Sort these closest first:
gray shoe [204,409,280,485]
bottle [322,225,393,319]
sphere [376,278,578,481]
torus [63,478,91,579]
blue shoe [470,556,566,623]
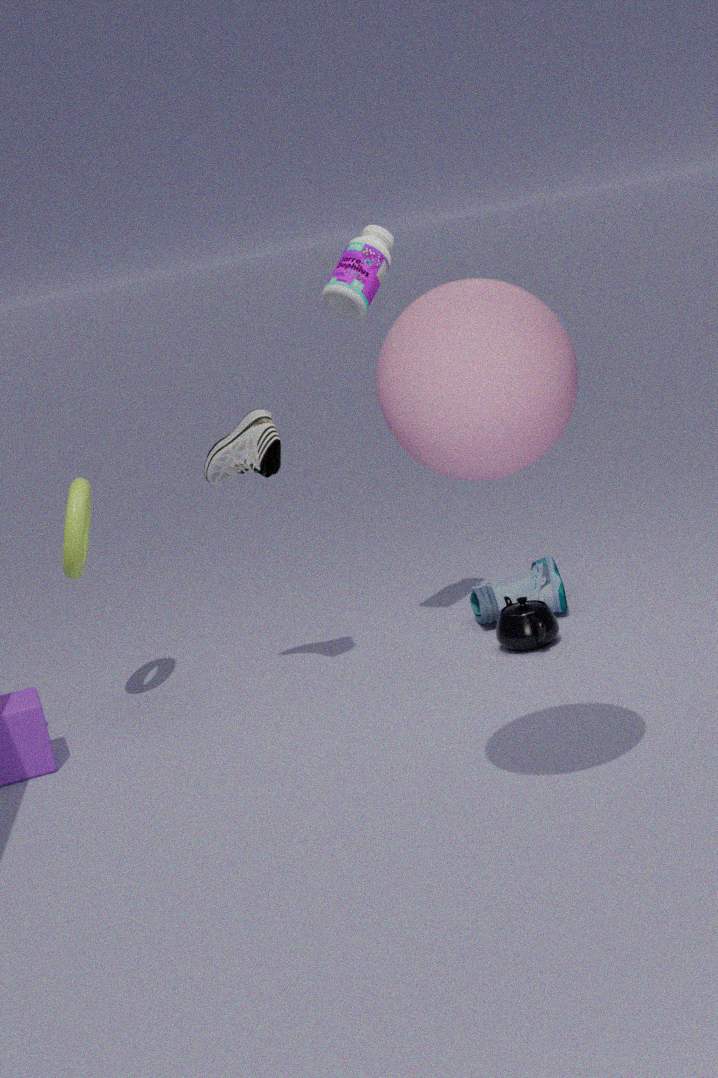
sphere [376,278,578,481] → bottle [322,225,393,319] → gray shoe [204,409,280,485] → torus [63,478,91,579] → blue shoe [470,556,566,623]
